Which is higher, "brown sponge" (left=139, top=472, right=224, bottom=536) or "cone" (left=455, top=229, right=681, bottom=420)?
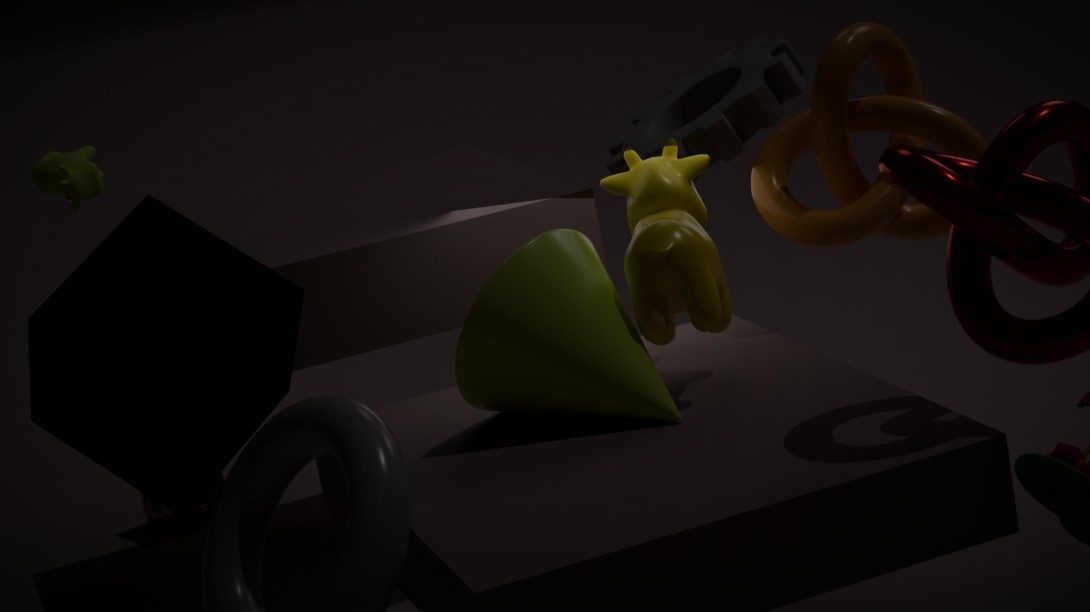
"cone" (left=455, top=229, right=681, bottom=420)
